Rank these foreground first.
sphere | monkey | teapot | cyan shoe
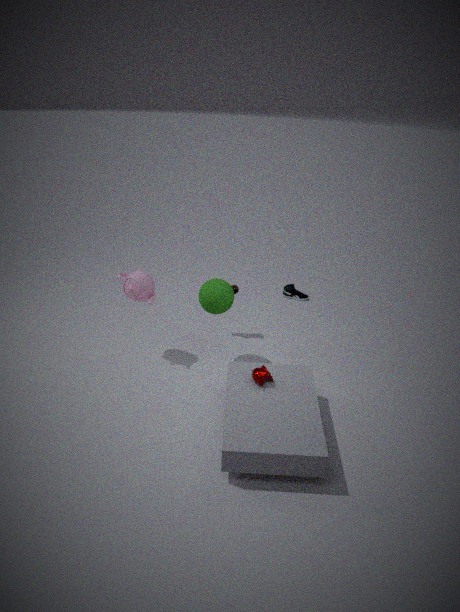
monkey
sphere
teapot
cyan shoe
